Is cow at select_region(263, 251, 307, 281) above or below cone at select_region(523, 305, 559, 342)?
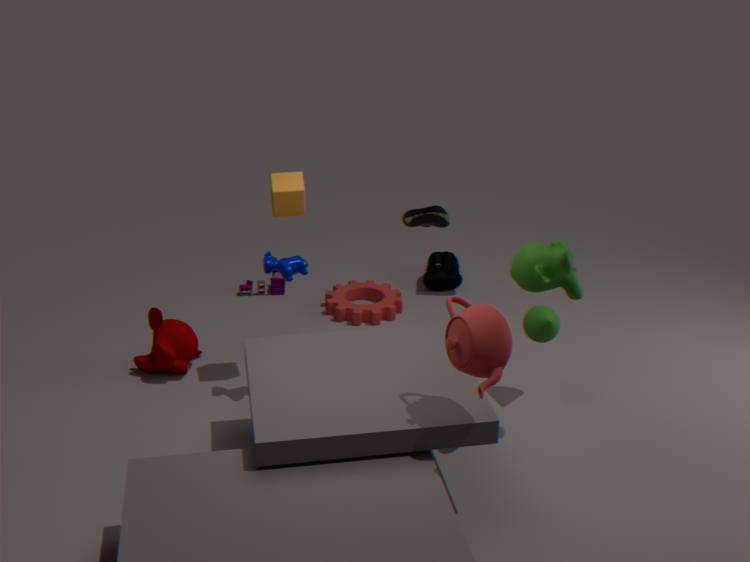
above
